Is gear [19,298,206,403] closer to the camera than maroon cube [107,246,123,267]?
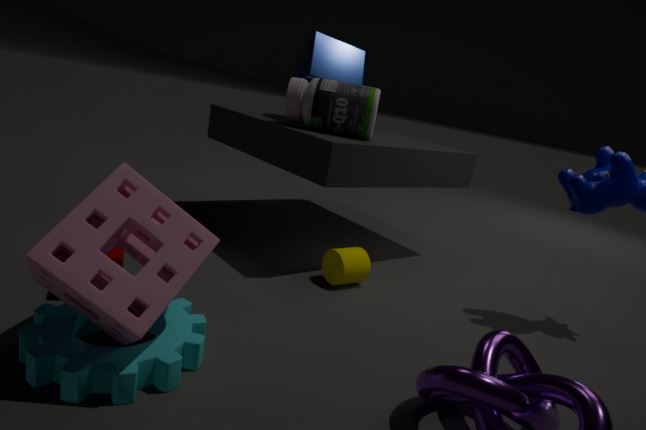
Yes
